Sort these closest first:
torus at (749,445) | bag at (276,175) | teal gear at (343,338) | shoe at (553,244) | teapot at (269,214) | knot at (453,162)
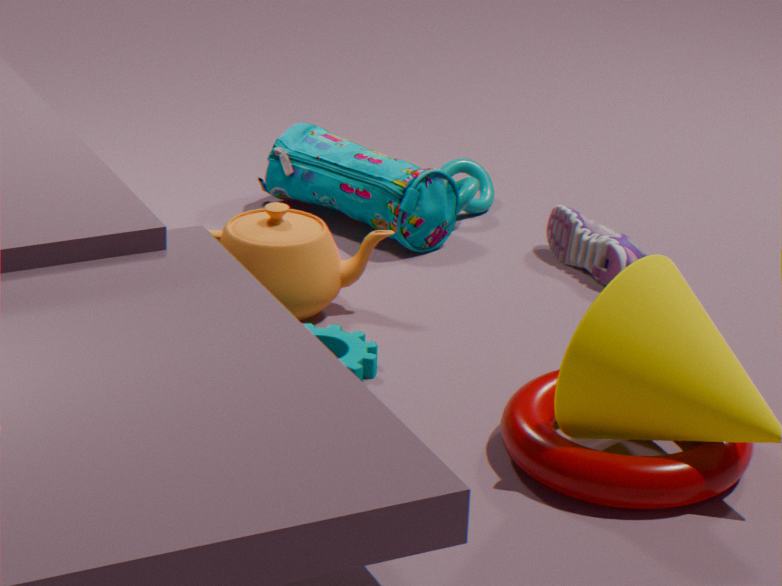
1. torus at (749,445)
2. teal gear at (343,338)
3. teapot at (269,214)
4. shoe at (553,244)
5. bag at (276,175)
6. knot at (453,162)
